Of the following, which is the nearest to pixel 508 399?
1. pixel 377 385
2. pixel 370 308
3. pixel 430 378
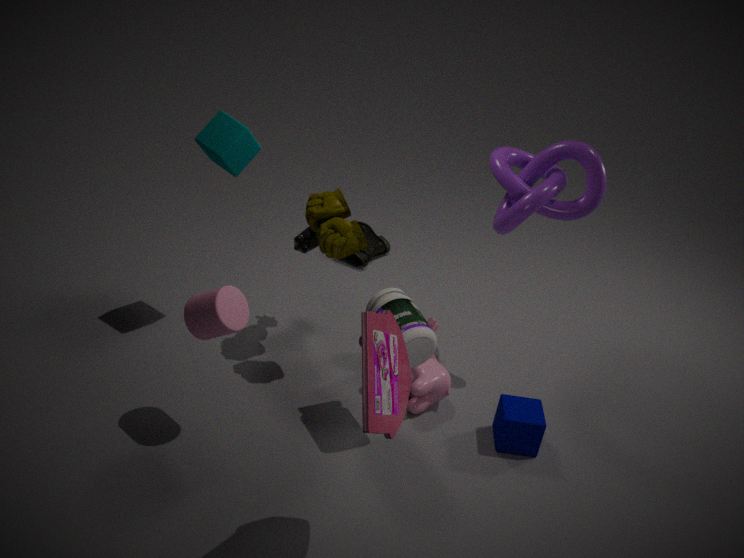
pixel 430 378
